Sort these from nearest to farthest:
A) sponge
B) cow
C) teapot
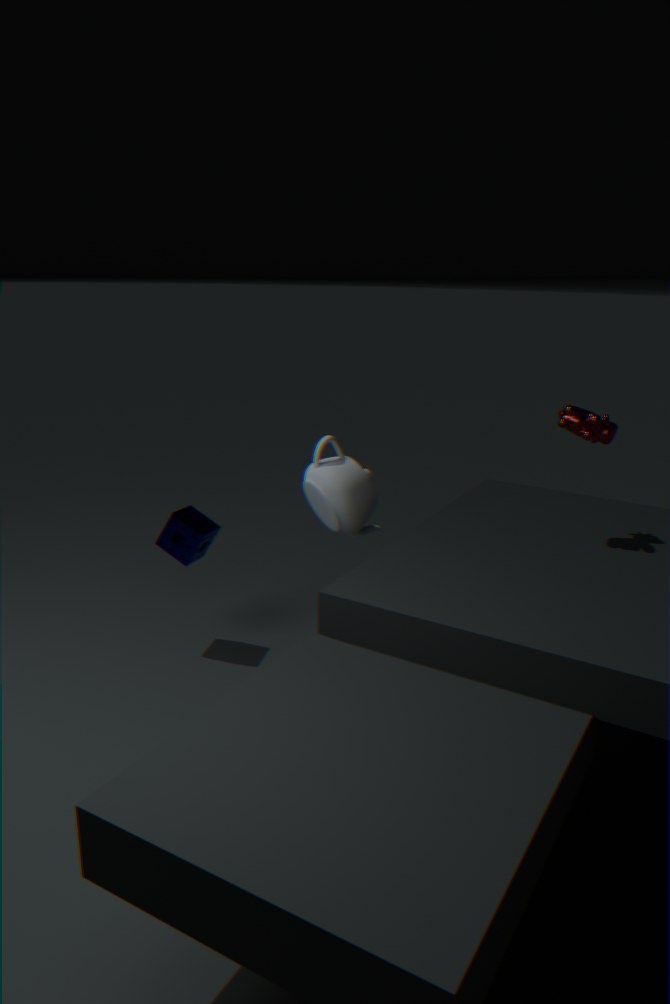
cow → teapot → sponge
